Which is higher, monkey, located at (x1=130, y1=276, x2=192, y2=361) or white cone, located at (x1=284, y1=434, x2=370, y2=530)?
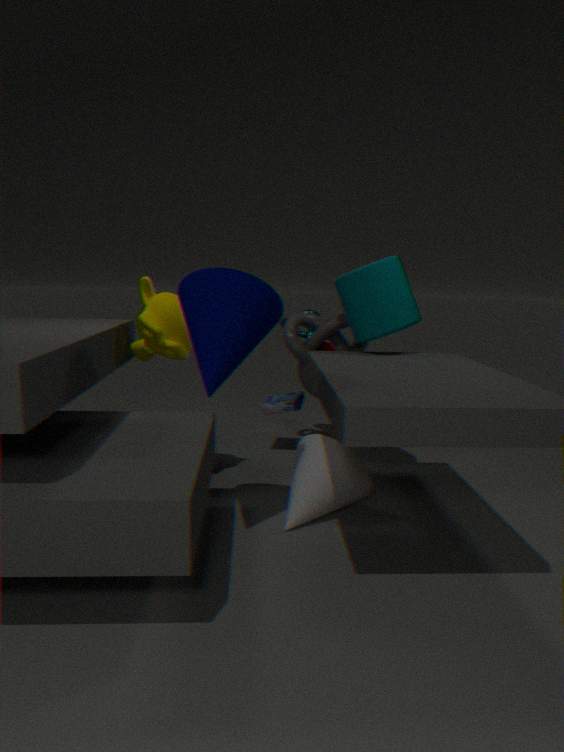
monkey, located at (x1=130, y1=276, x2=192, y2=361)
